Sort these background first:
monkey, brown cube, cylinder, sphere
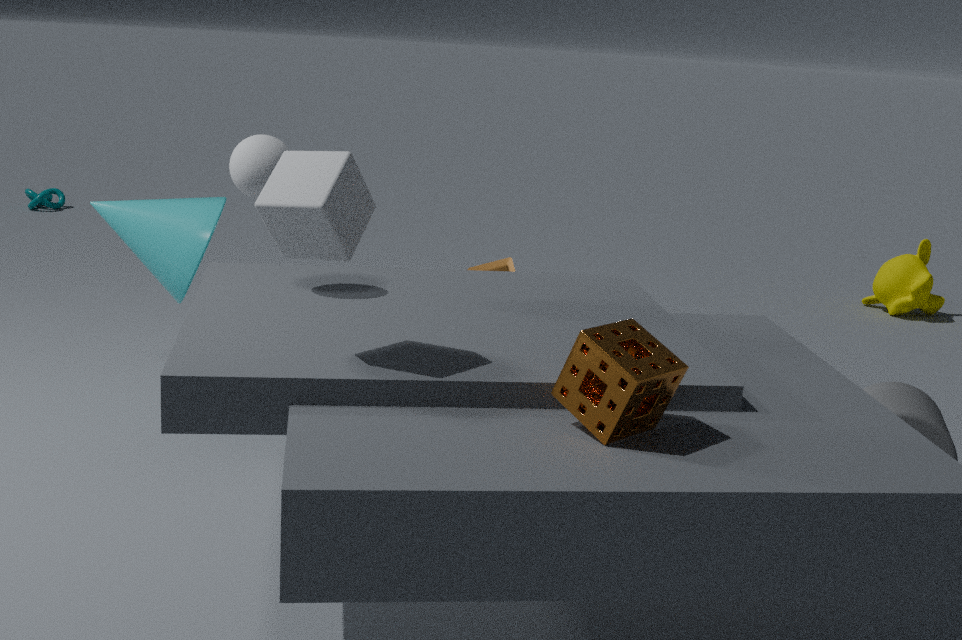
monkey
brown cube
cylinder
sphere
